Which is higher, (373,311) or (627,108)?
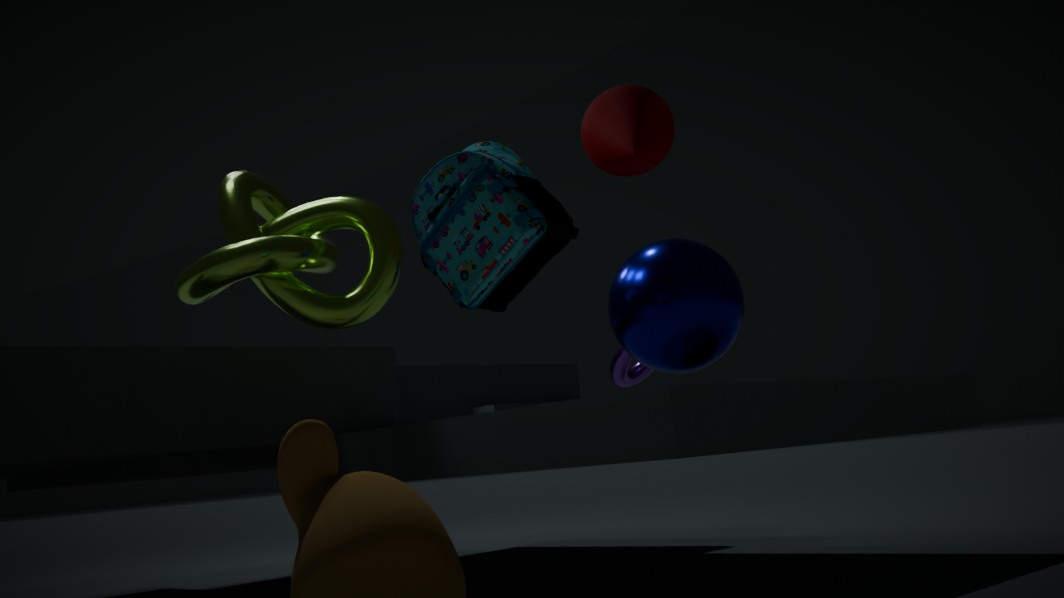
(627,108)
